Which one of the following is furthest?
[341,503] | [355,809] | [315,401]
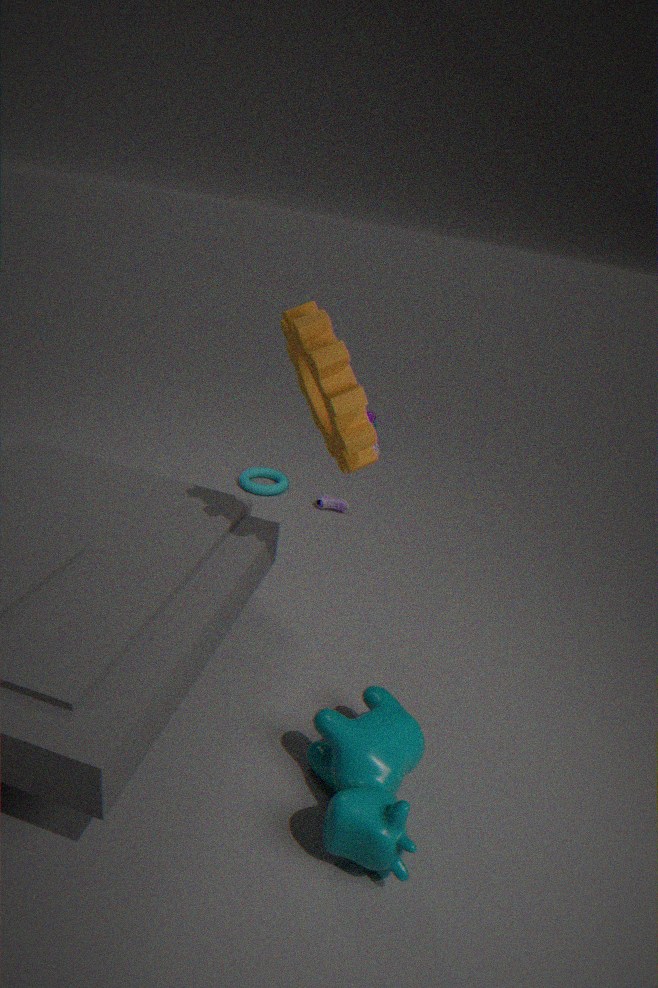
[341,503]
